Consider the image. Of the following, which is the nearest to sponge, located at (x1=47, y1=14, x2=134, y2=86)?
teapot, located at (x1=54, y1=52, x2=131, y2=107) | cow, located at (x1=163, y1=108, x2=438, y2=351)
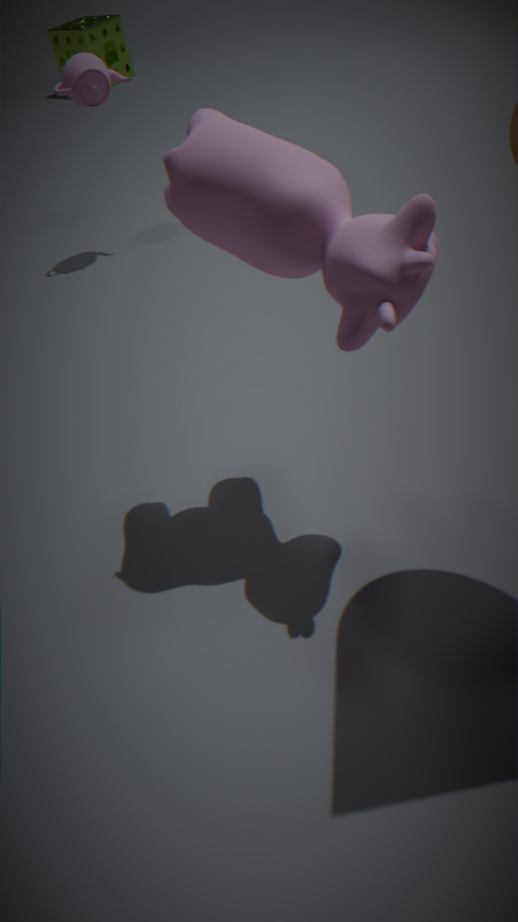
teapot, located at (x1=54, y1=52, x2=131, y2=107)
